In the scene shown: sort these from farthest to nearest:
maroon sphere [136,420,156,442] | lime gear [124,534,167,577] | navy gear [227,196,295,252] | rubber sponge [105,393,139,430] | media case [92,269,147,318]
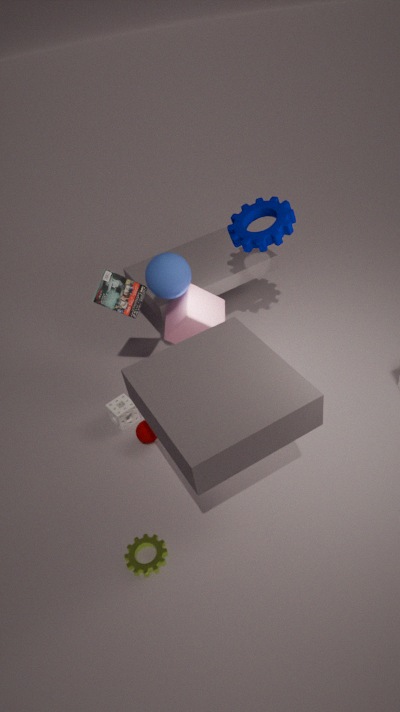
rubber sponge [105,393,139,430] → navy gear [227,196,295,252] → maroon sphere [136,420,156,442] → media case [92,269,147,318] → lime gear [124,534,167,577]
